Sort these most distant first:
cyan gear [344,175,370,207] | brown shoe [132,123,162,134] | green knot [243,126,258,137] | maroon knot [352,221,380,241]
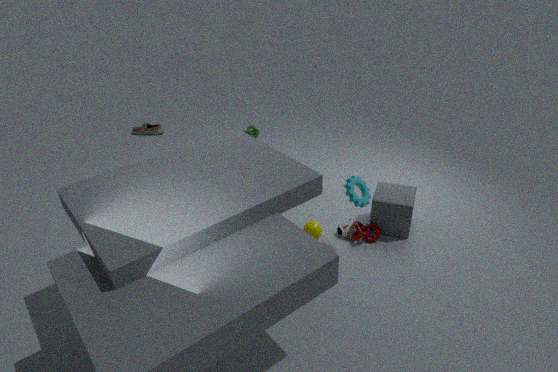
brown shoe [132,123,162,134] < green knot [243,126,258,137] < maroon knot [352,221,380,241] < cyan gear [344,175,370,207]
